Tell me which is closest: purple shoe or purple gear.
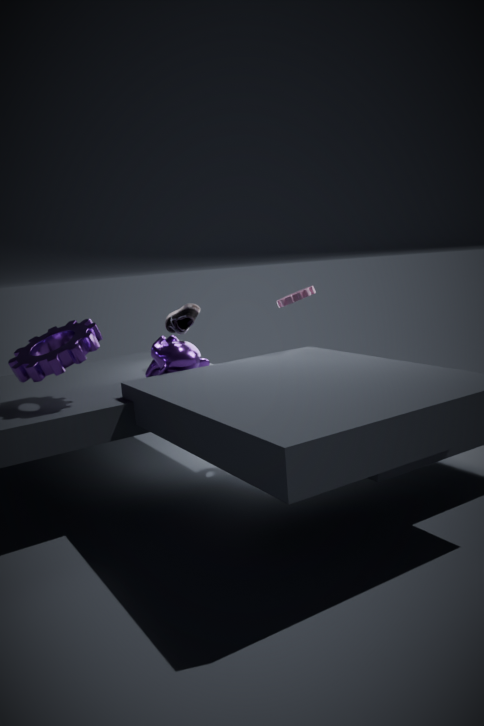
purple gear
